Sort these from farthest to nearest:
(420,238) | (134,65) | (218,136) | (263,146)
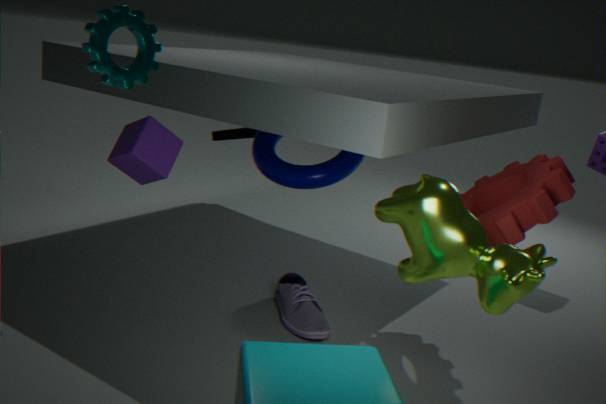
(218,136) → (263,146) → (134,65) → (420,238)
